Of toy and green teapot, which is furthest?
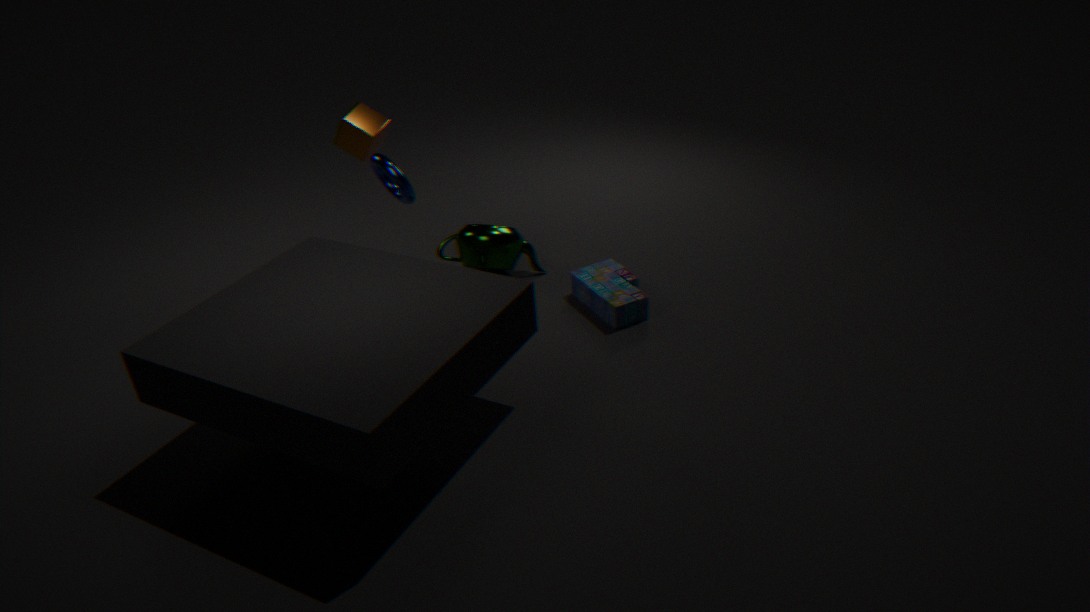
green teapot
